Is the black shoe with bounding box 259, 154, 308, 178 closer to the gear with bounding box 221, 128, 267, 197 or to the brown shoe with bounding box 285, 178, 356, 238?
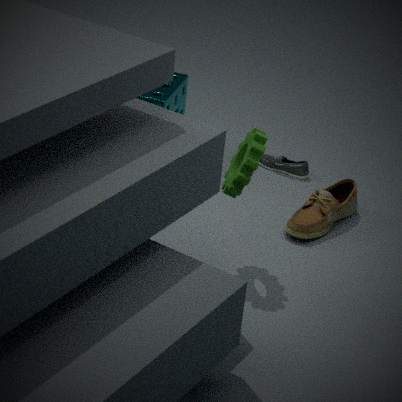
the brown shoe with bounding box 285, 178, 356, 238
